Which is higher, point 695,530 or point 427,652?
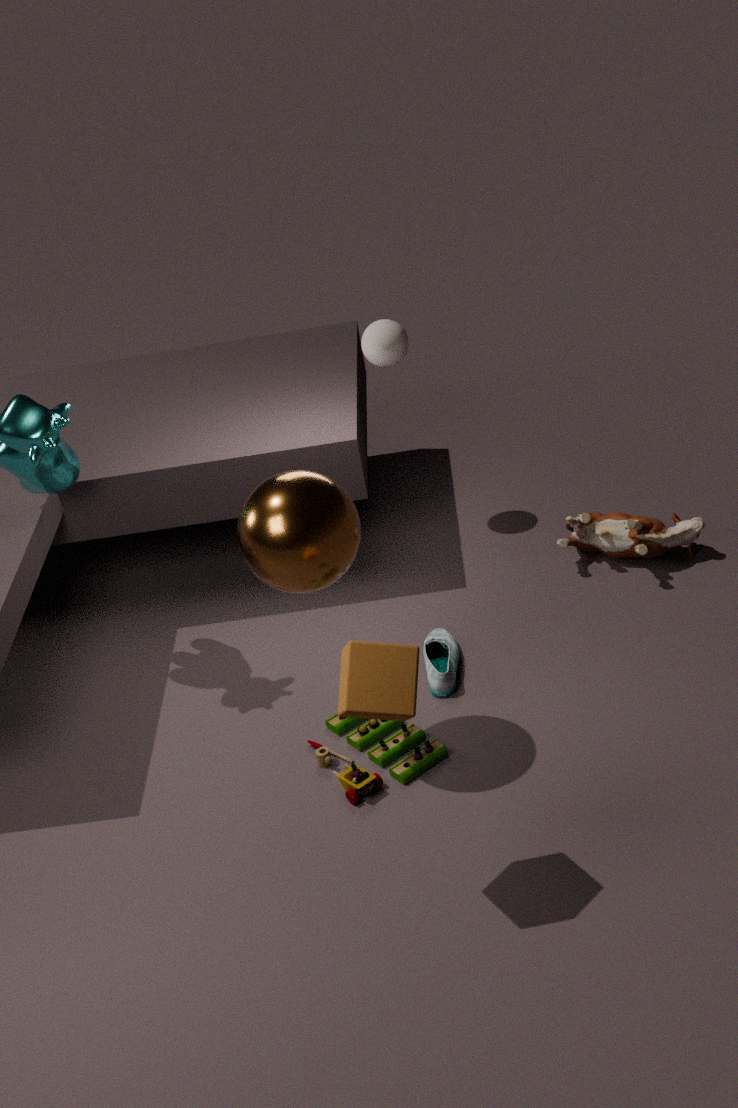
point 695,530
